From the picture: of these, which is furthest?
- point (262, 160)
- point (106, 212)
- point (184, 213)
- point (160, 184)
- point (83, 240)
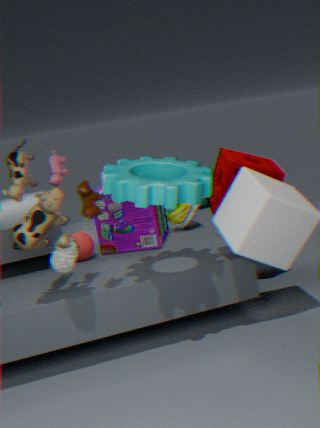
point (184, 213)
